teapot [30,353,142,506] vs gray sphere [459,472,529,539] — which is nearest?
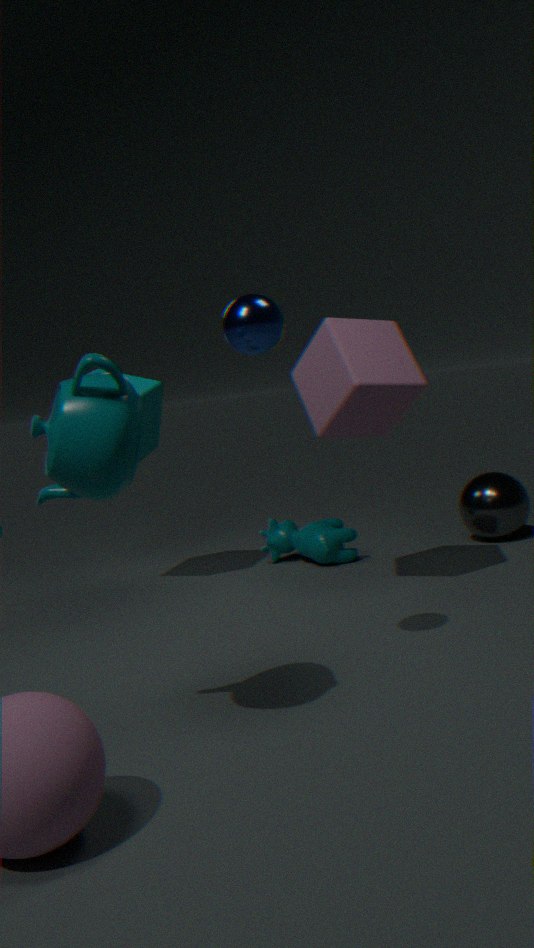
teapot [30,353,142,506]
